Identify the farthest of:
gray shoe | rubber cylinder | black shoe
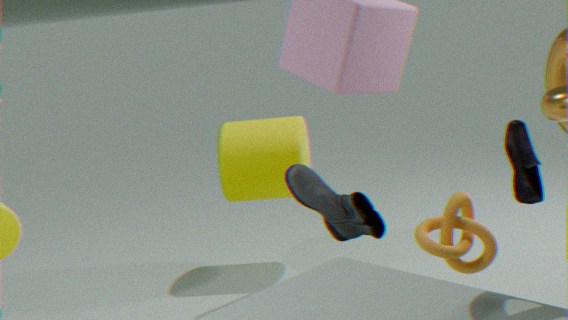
rubber cylinder
